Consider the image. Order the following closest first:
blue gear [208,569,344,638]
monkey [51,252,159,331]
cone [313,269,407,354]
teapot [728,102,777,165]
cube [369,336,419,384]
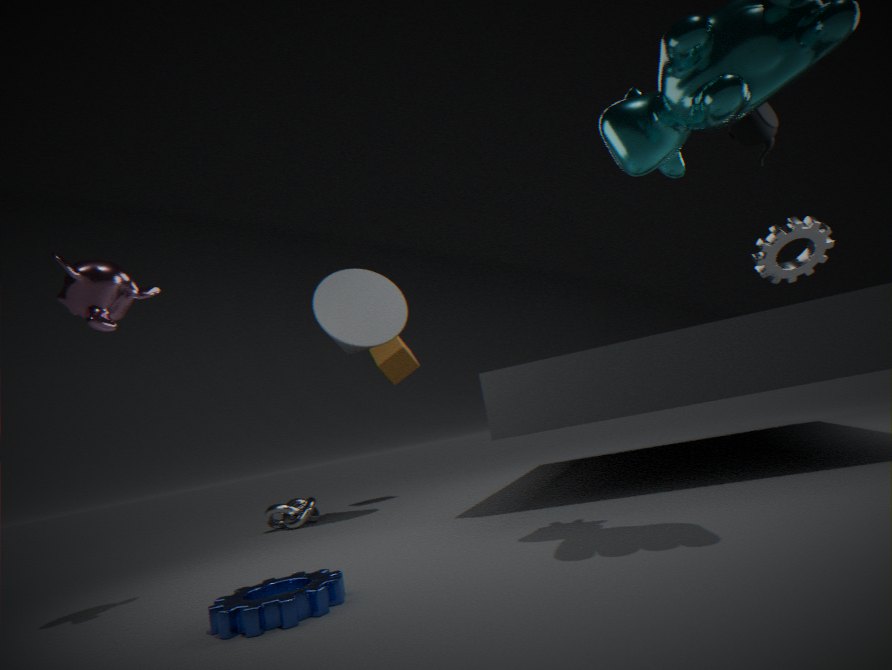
1. blue gear [208,569,344,638]
2. monkey [51,252,159,331]
3. teapot [728,102,777,165]
4. cone [313,269,407,354]
5. cube [369,336,419,384]
